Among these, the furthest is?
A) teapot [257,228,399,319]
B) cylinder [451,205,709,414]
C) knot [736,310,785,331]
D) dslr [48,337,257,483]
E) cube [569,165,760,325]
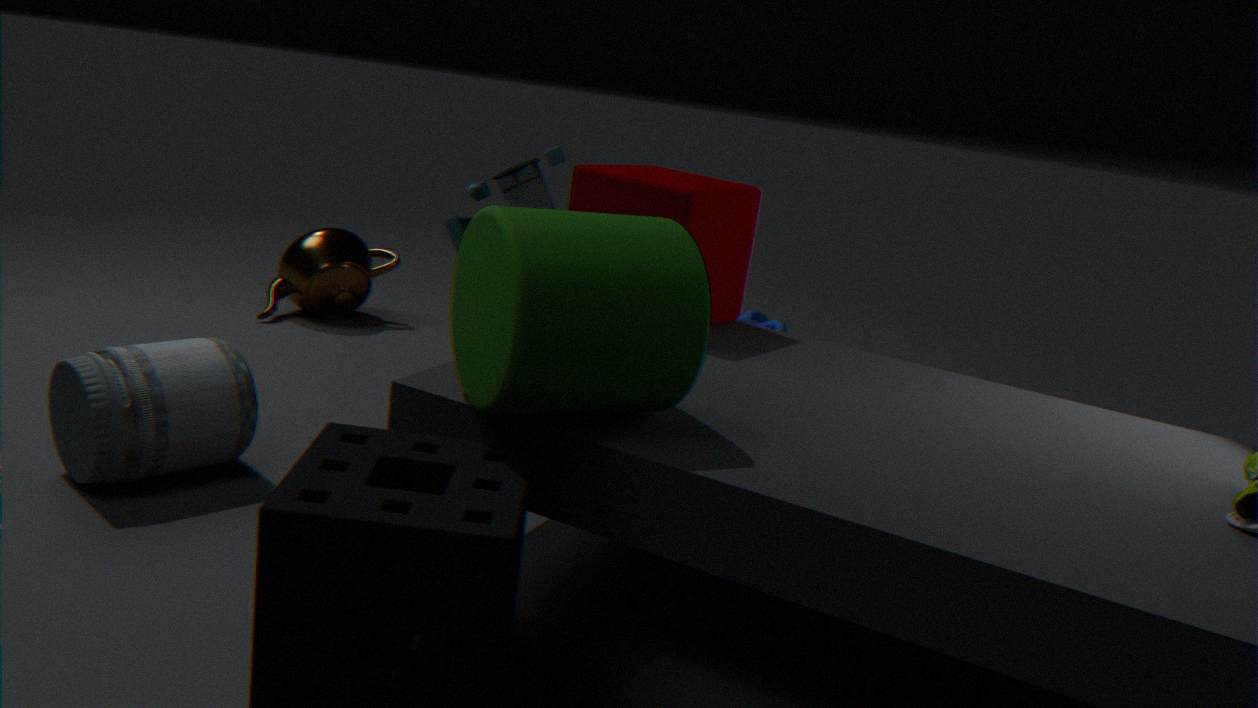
knot [736,310,785,331]
